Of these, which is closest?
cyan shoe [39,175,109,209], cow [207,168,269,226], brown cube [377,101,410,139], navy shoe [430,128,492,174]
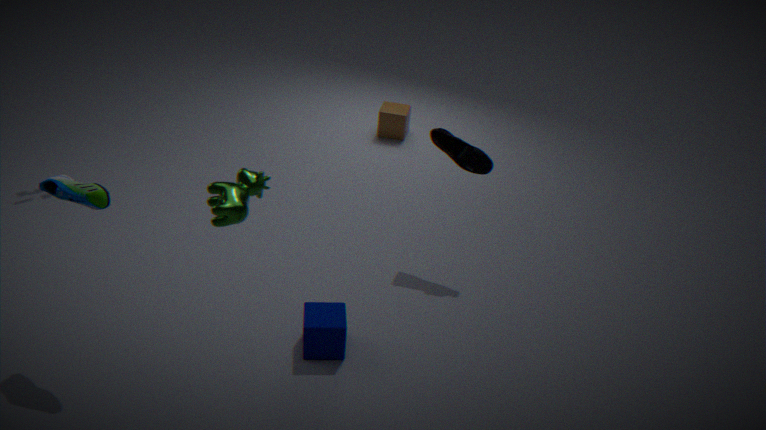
cow [207,168,269,226]
